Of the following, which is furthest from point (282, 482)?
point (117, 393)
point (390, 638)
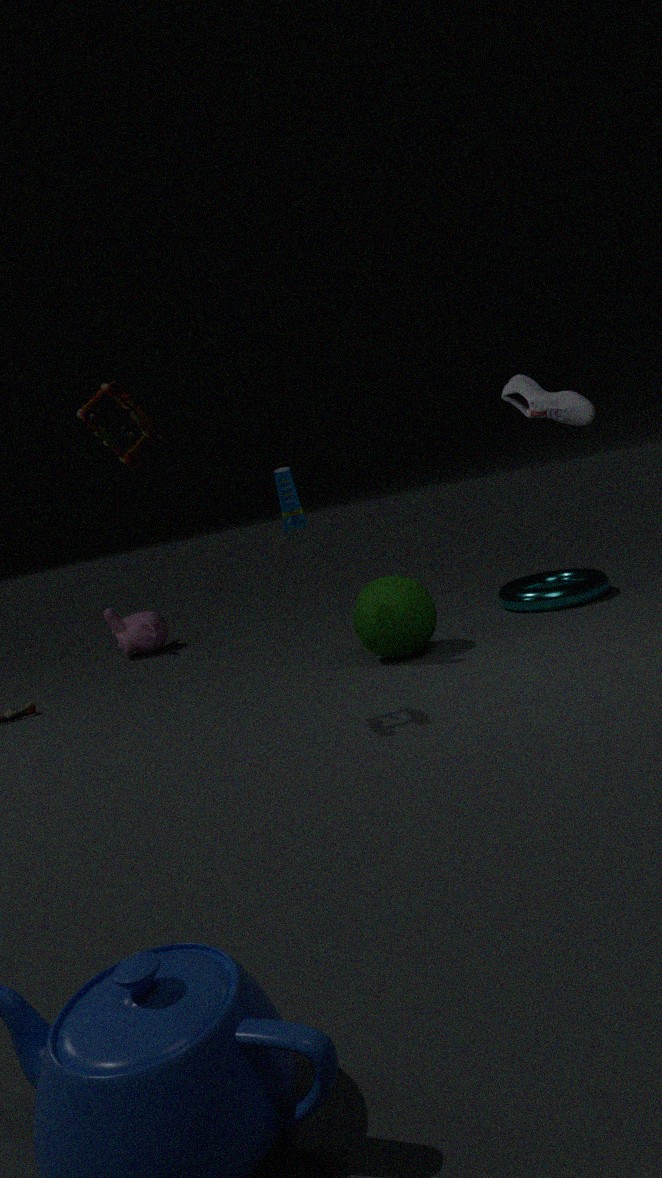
point (117, 393)
